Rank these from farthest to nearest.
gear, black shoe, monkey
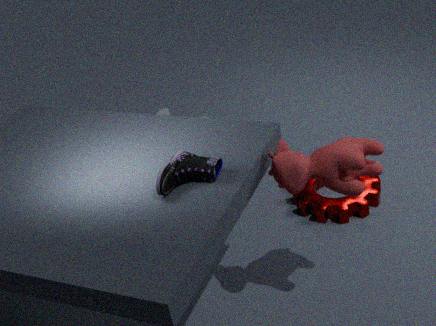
monkey → gear → black shoe
